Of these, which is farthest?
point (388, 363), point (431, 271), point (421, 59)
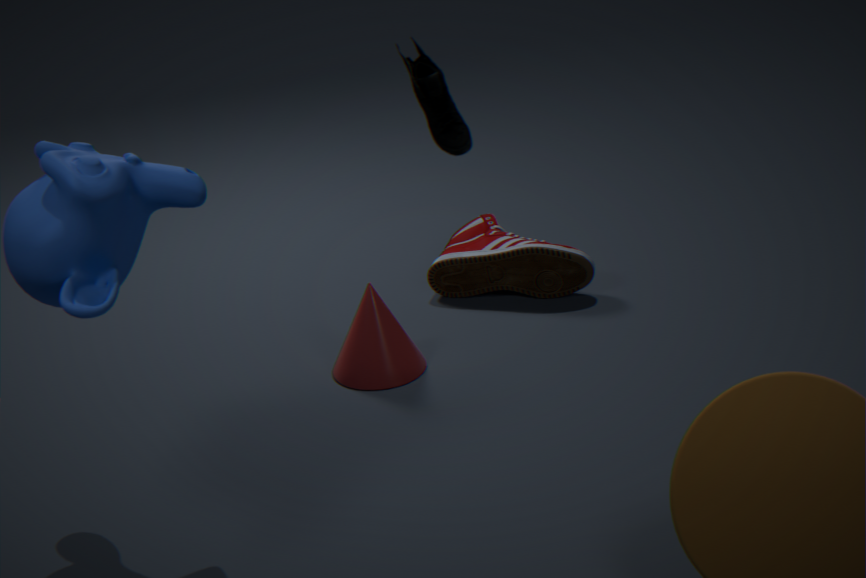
point (431, 271)
